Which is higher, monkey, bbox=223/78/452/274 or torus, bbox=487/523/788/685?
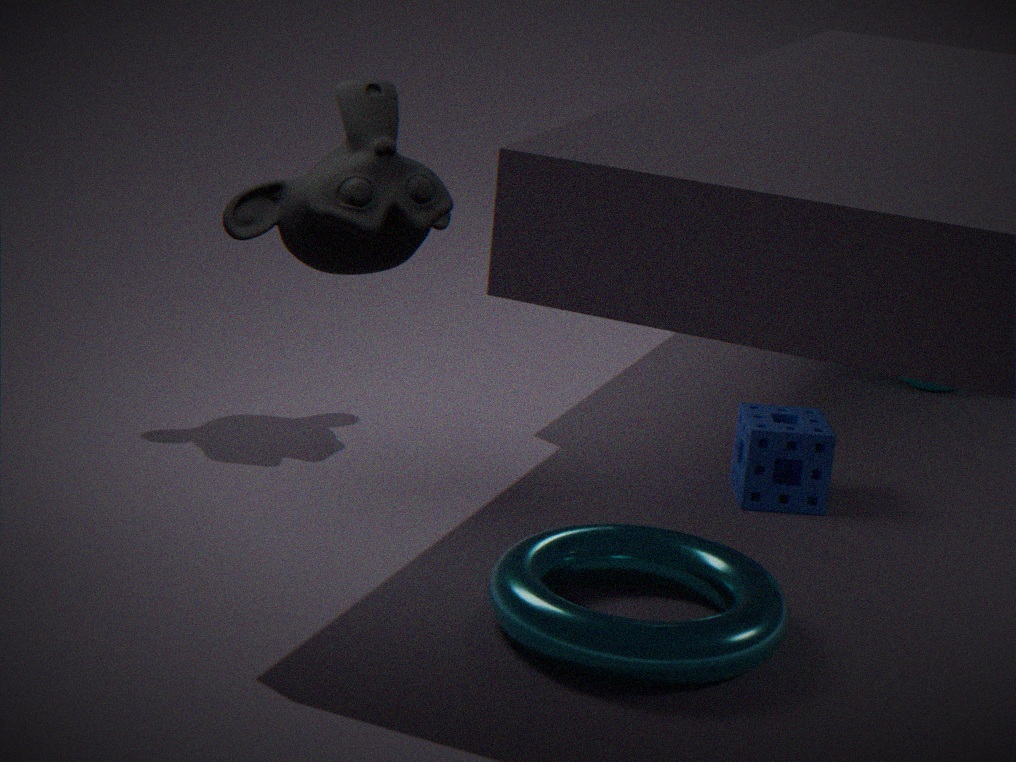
monkey, bbox=223/78/452/274
